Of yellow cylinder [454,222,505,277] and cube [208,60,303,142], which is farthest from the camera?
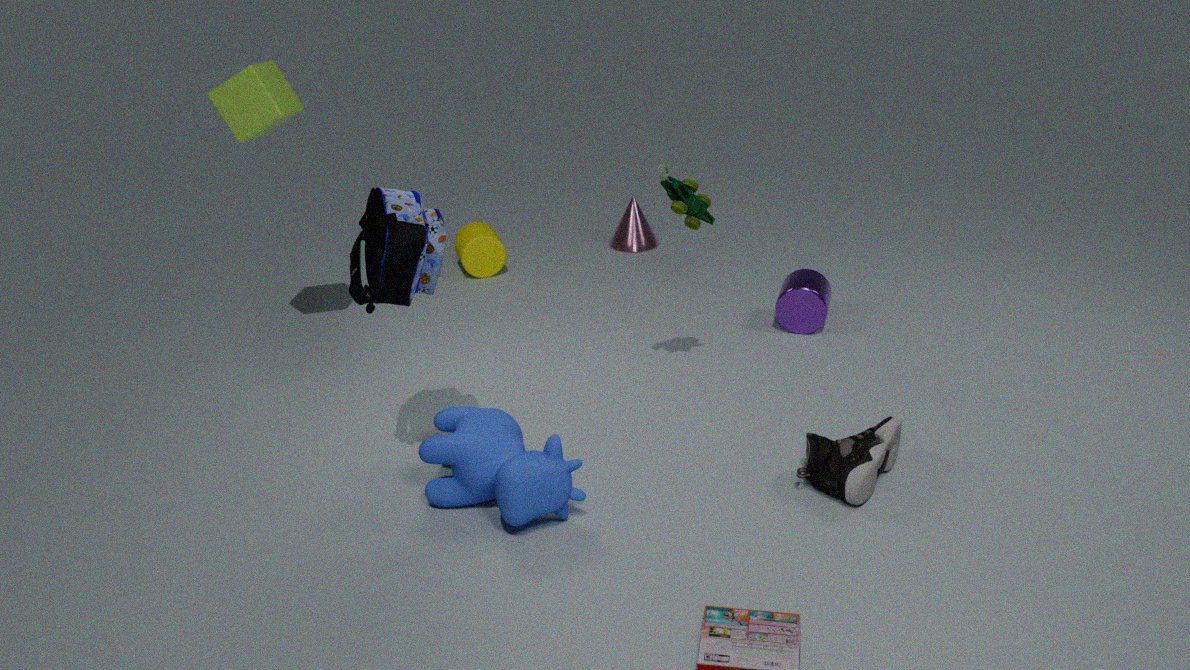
yellow cylinder [454,222,505,277]
